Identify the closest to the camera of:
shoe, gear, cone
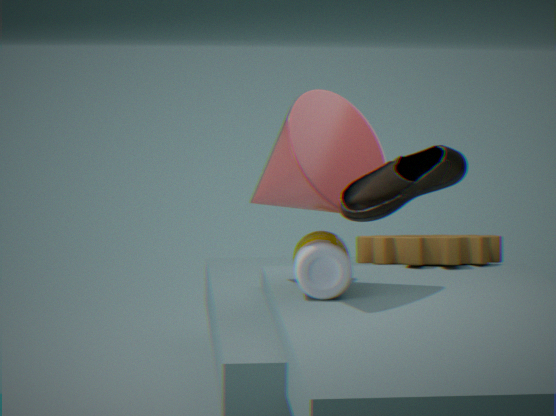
shoe
